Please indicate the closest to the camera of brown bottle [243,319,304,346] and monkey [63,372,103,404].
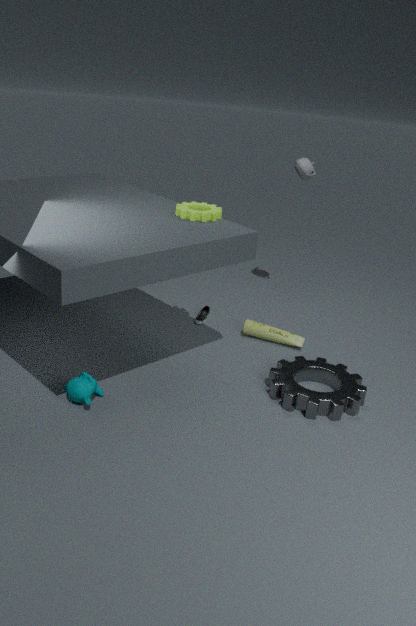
monkey [63,372,103,404]
